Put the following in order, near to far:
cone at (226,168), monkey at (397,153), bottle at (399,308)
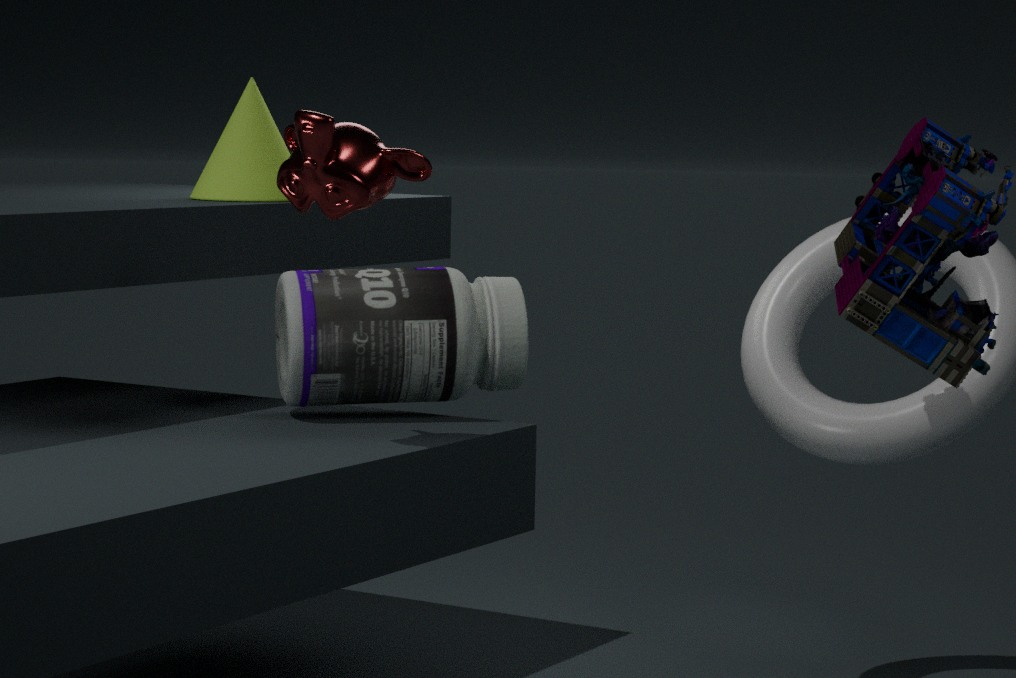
1. monkey at (397,153)
2. bottle at (399,308)
3. cone at (226,168)
